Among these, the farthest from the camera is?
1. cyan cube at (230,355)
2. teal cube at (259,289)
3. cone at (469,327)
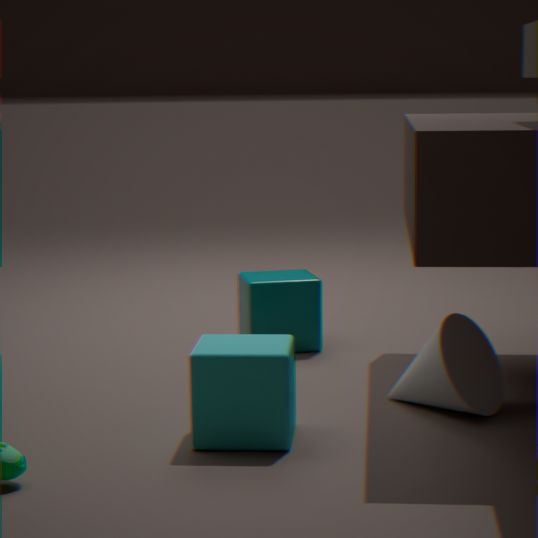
teal cube at (259,289)
